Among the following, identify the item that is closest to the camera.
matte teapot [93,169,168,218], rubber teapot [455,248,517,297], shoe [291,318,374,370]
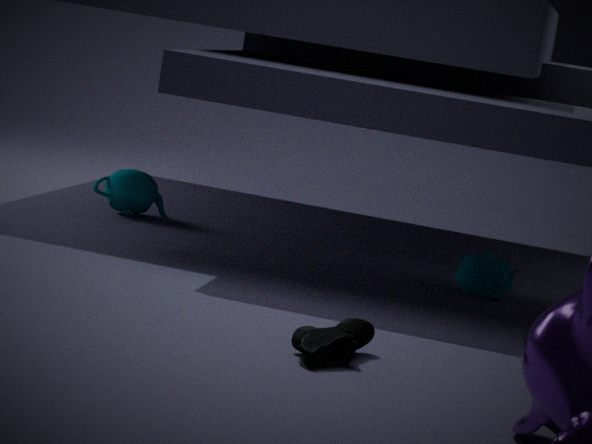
shoe [291,318,374,370]
